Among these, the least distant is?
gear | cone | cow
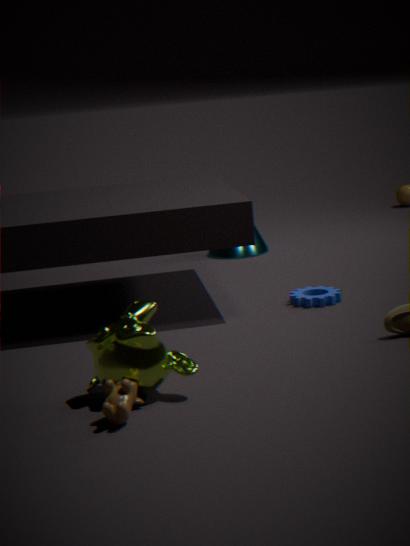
cow
